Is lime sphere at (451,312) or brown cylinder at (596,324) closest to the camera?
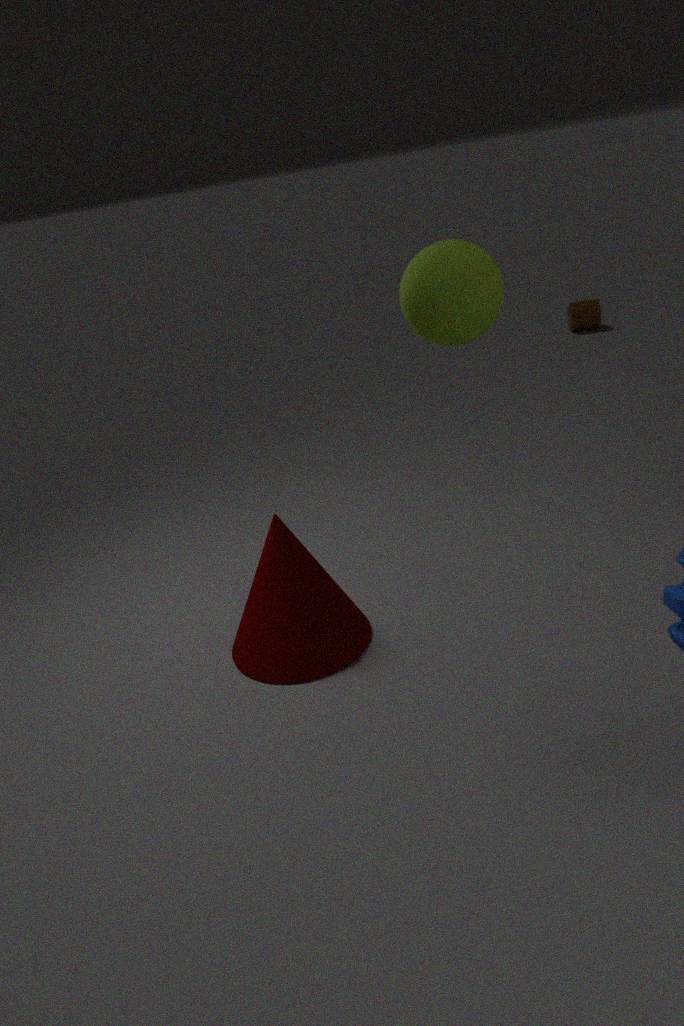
lime sphere at (451,312)
